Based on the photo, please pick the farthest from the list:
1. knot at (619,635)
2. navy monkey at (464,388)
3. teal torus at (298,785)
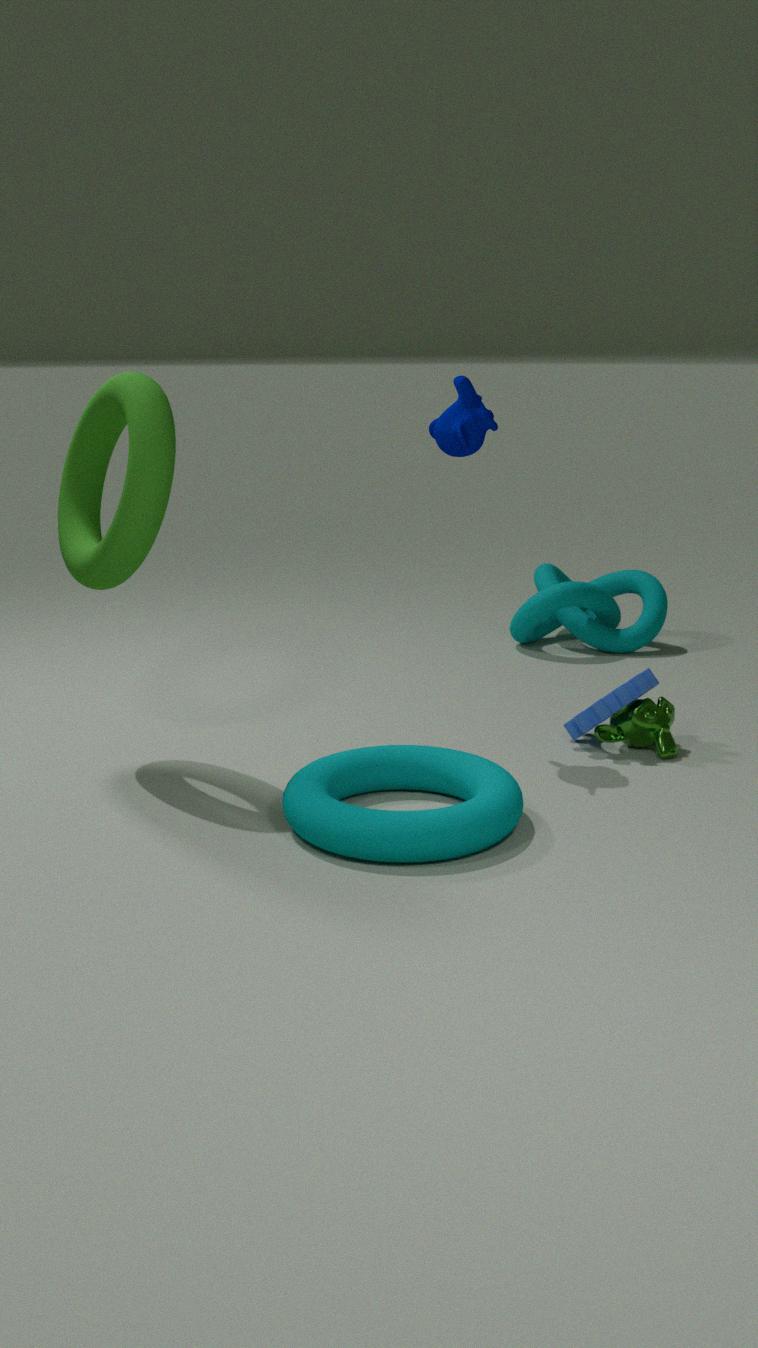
knot at (619,635)
